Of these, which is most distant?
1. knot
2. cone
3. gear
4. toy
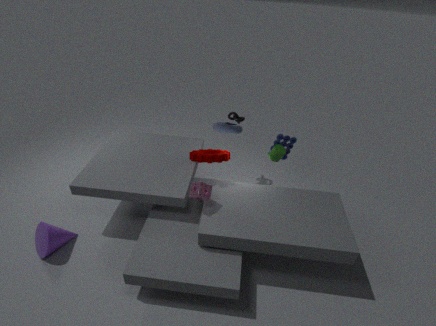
knot
